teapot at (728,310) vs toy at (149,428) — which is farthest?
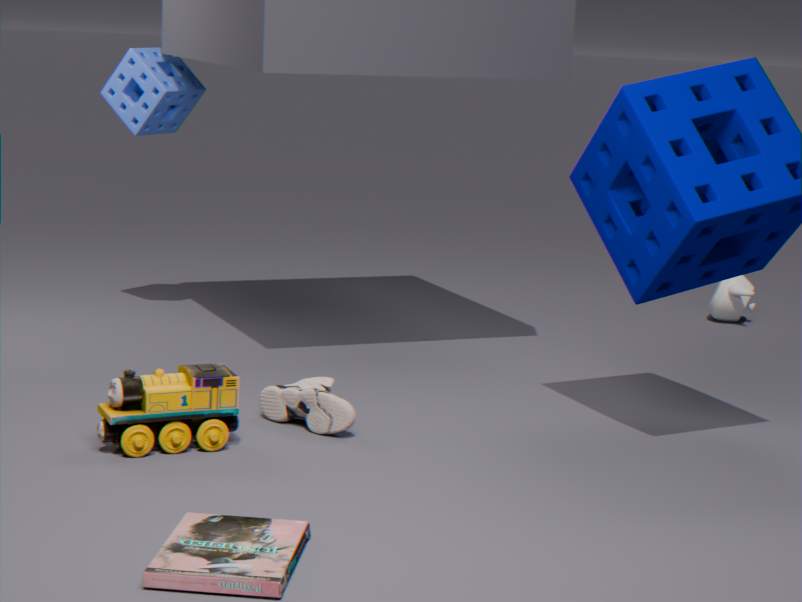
teapot at (728,310)
